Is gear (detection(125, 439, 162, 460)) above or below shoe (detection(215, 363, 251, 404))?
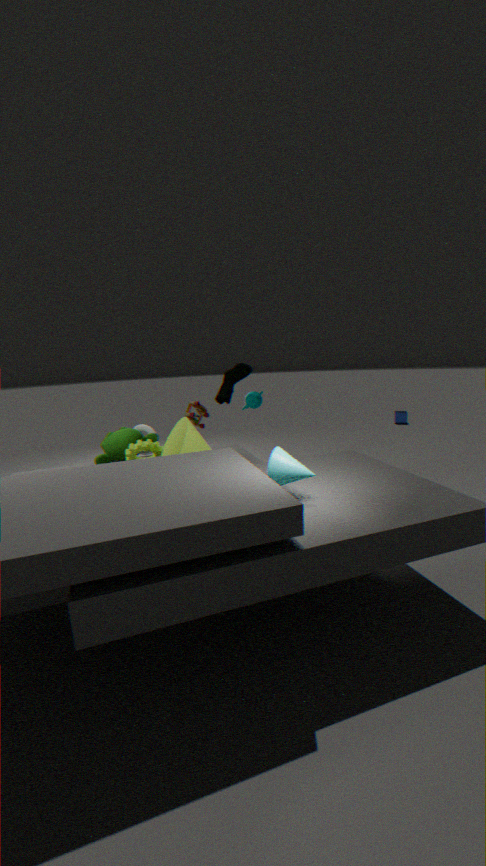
below
